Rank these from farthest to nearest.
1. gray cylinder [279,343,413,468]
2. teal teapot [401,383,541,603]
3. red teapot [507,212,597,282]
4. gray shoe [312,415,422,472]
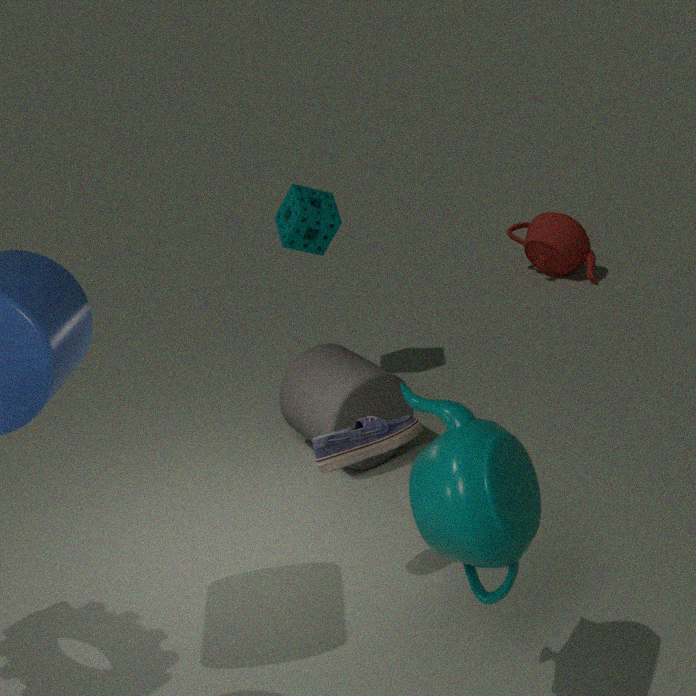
red teapot [507,212,597,282]
gray cylinder [279,343,413,468]
gray shoe [312,415,422,472]
teal teapot [401,383,541,603]
